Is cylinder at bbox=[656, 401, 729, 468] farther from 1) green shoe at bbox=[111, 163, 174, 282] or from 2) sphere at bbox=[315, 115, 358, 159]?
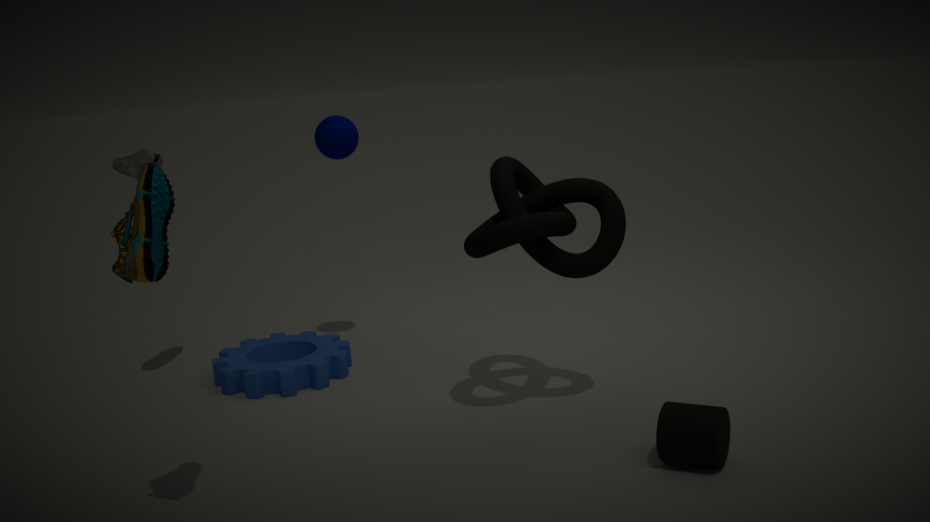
2) sphere at bbox=[315, 115, 358, 159]
